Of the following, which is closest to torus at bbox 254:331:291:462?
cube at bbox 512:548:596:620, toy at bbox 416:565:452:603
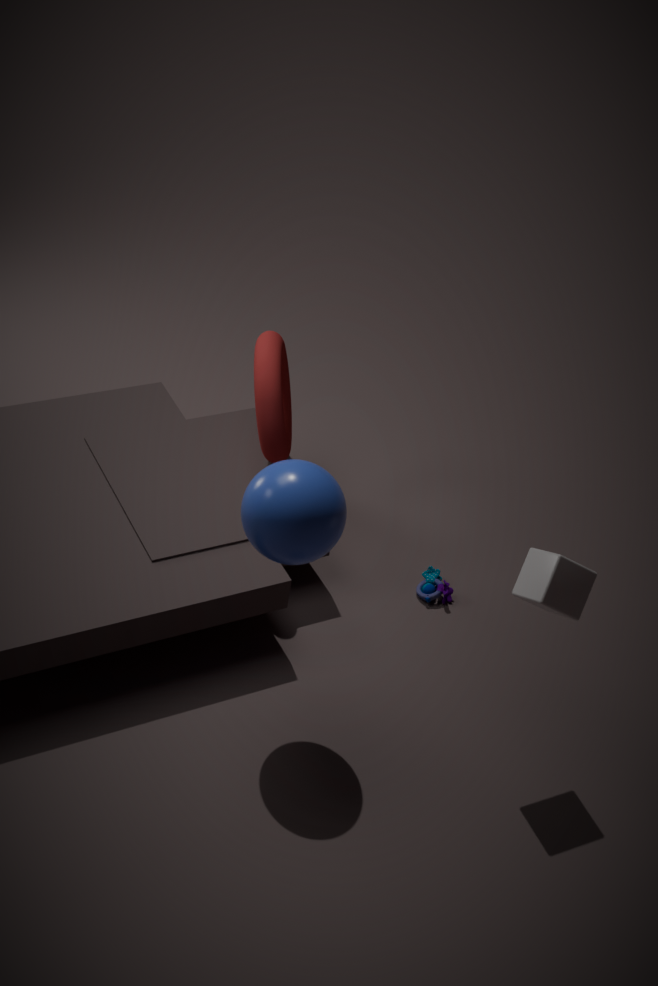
toy at bbox 416:565:452:603
